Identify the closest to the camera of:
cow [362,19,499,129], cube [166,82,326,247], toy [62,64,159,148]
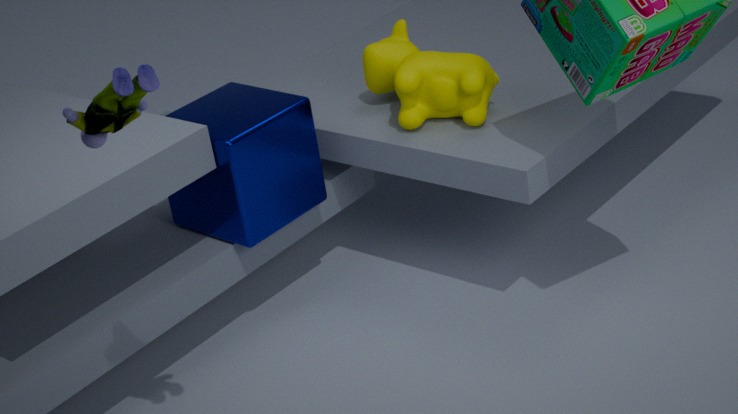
toy [62,64,159,148]
